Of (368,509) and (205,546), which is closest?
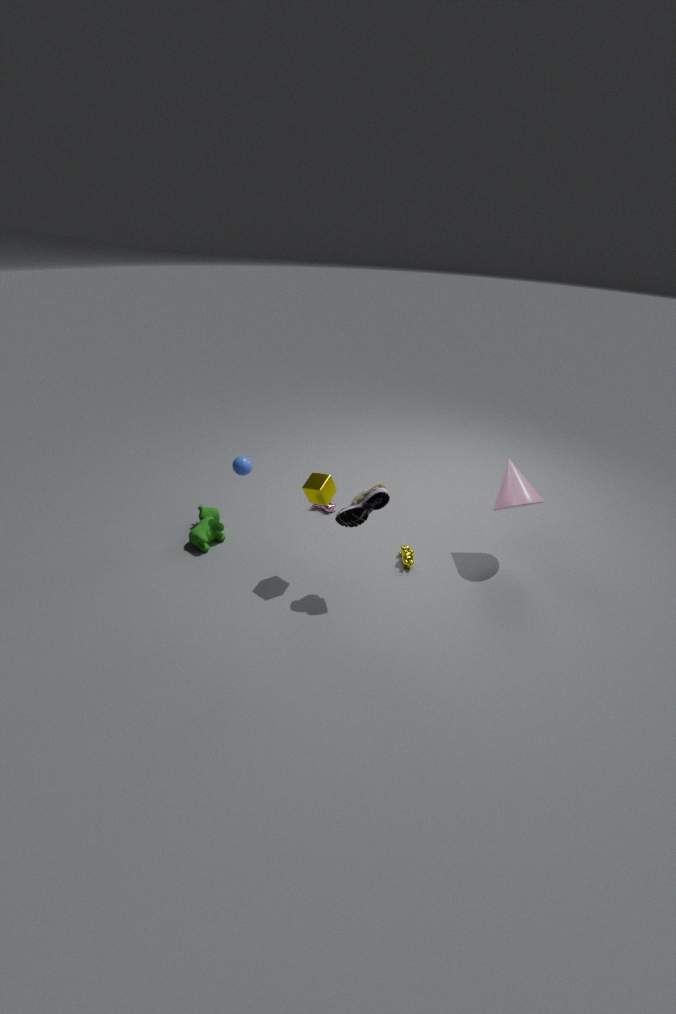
(368,509)
